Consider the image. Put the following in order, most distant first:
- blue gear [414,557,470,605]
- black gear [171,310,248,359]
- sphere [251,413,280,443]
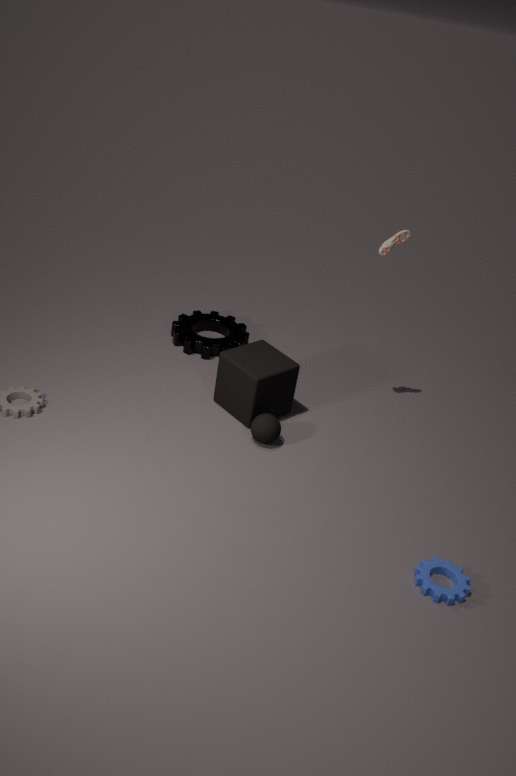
black gear [171,310,248,359]
sphere [251,413,280,443]
blue gear [414,557,470,605]
